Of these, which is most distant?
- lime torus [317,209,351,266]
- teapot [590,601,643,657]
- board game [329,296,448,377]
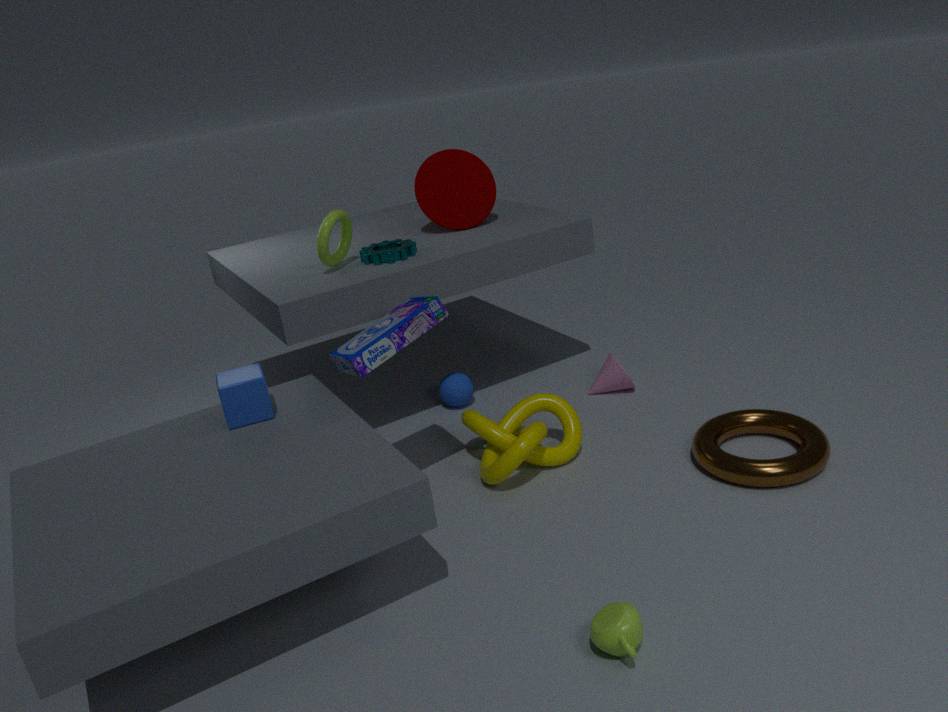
lime torus [317,209,351,266]
